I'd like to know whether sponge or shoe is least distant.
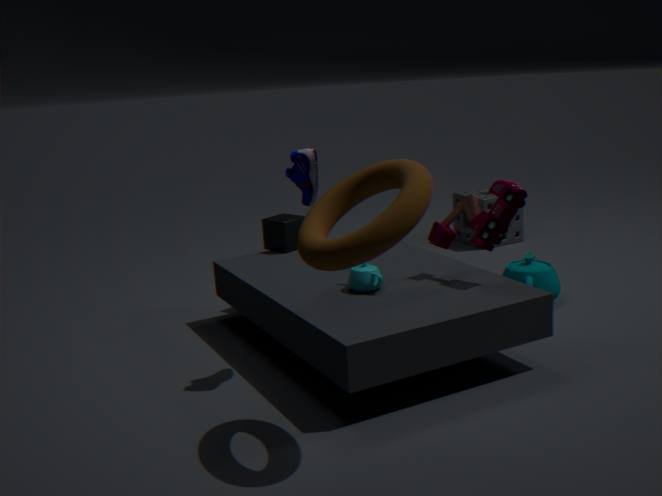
shoe
